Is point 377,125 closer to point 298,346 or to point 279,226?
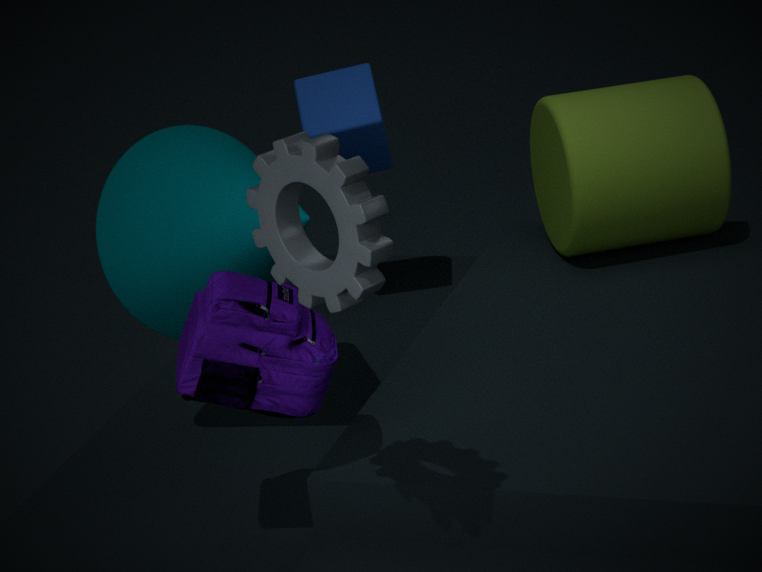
point 298,346
